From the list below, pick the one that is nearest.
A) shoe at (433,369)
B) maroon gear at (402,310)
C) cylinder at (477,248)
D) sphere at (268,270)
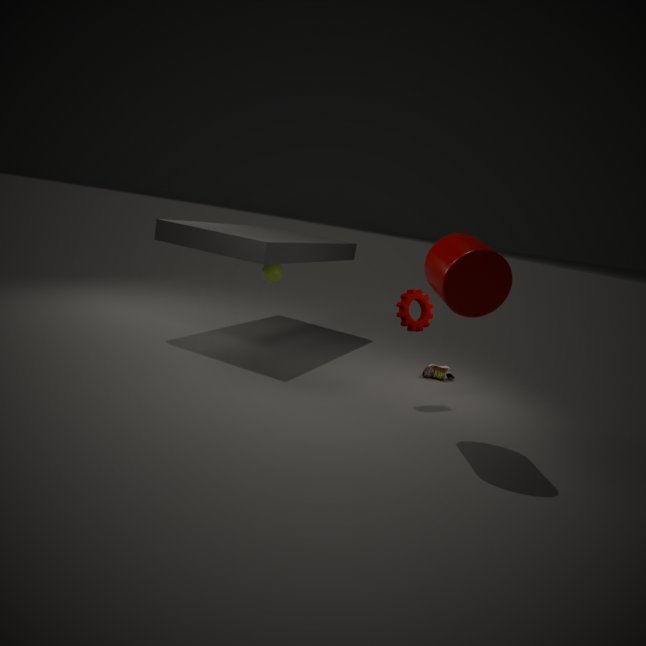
cylinder at (477,248)
